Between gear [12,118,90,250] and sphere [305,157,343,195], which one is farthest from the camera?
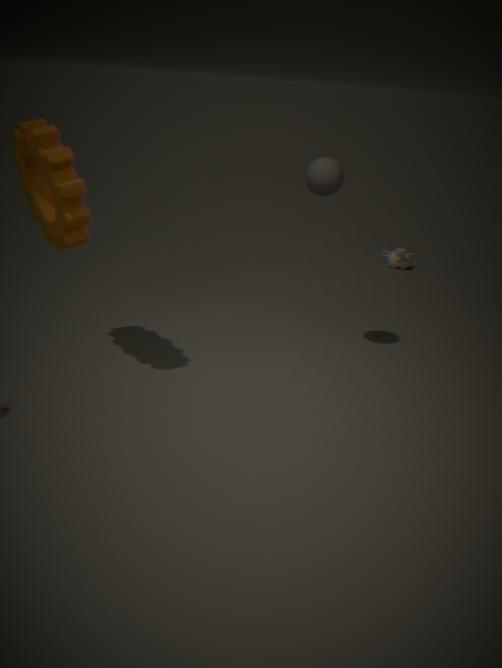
sphere [305,157,343,195]
